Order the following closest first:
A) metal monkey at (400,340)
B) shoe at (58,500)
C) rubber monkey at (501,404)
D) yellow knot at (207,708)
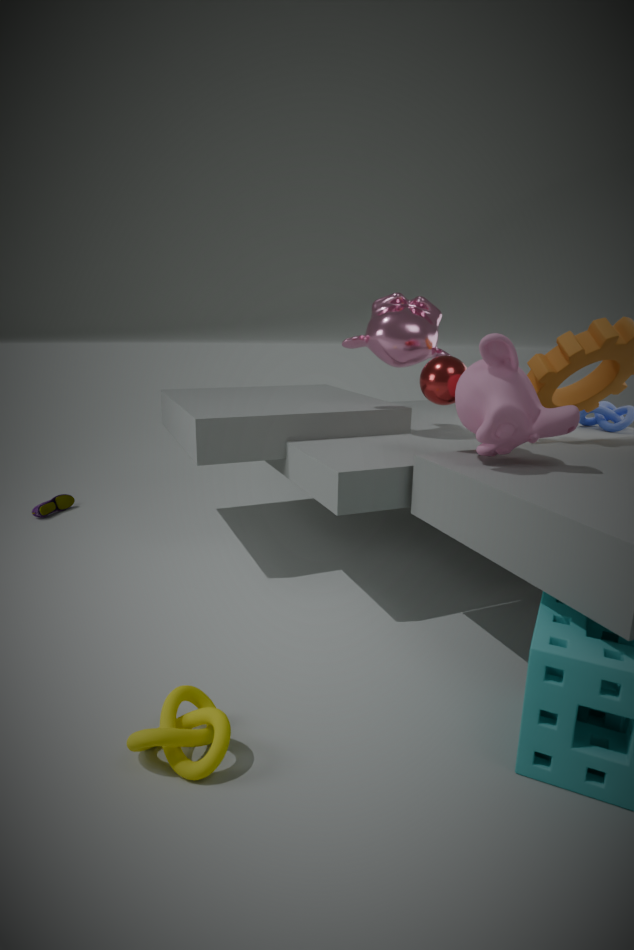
yellow knot at (207,708) < rubber monkey at (501,404) < metal monkey at (400,340) < shoe at (58,500)
